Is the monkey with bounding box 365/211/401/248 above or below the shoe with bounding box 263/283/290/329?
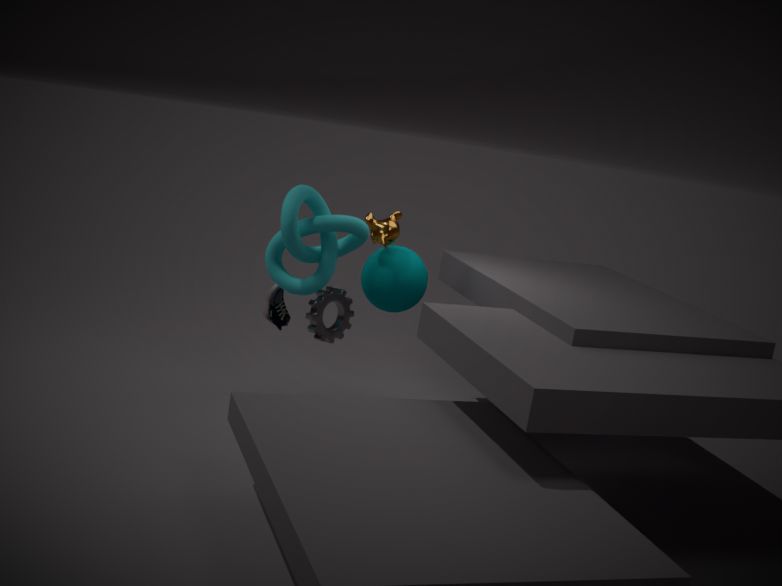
above
